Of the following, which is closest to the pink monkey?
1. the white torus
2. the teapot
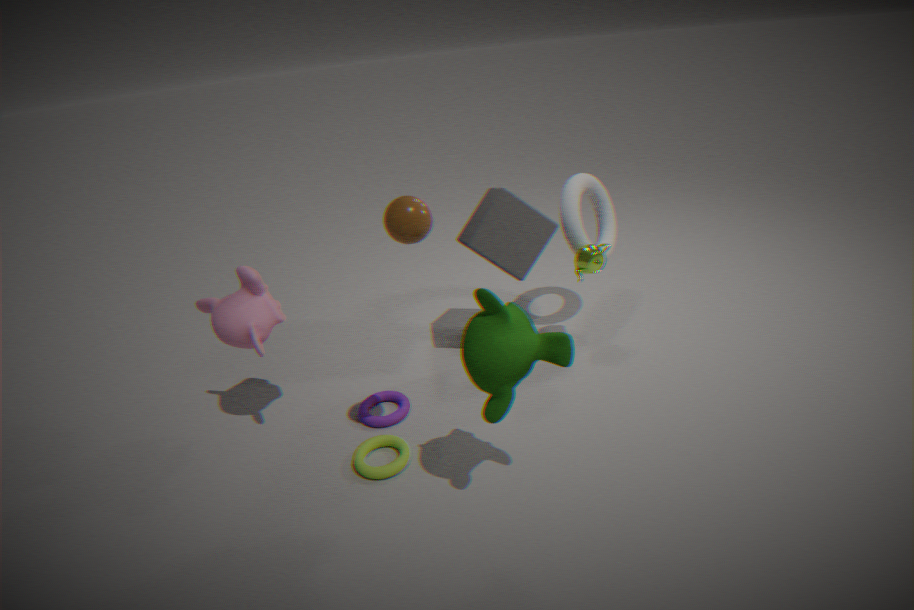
the teapot
